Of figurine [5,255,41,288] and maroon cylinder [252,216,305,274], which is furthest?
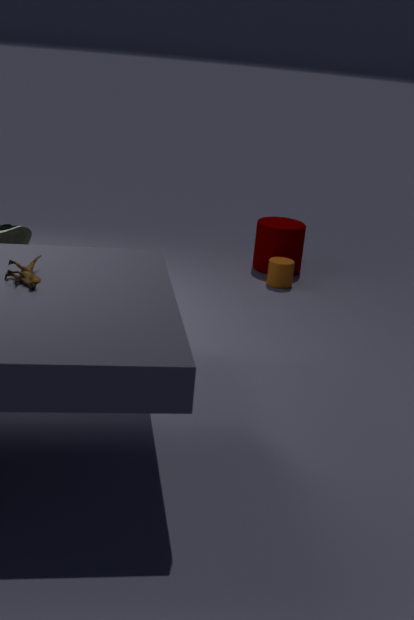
maroon cylinder [252,216,305,274]
